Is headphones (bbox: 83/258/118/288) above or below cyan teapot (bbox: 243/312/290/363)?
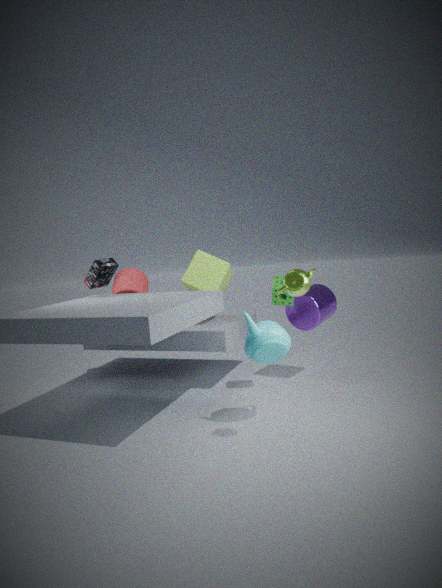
above
